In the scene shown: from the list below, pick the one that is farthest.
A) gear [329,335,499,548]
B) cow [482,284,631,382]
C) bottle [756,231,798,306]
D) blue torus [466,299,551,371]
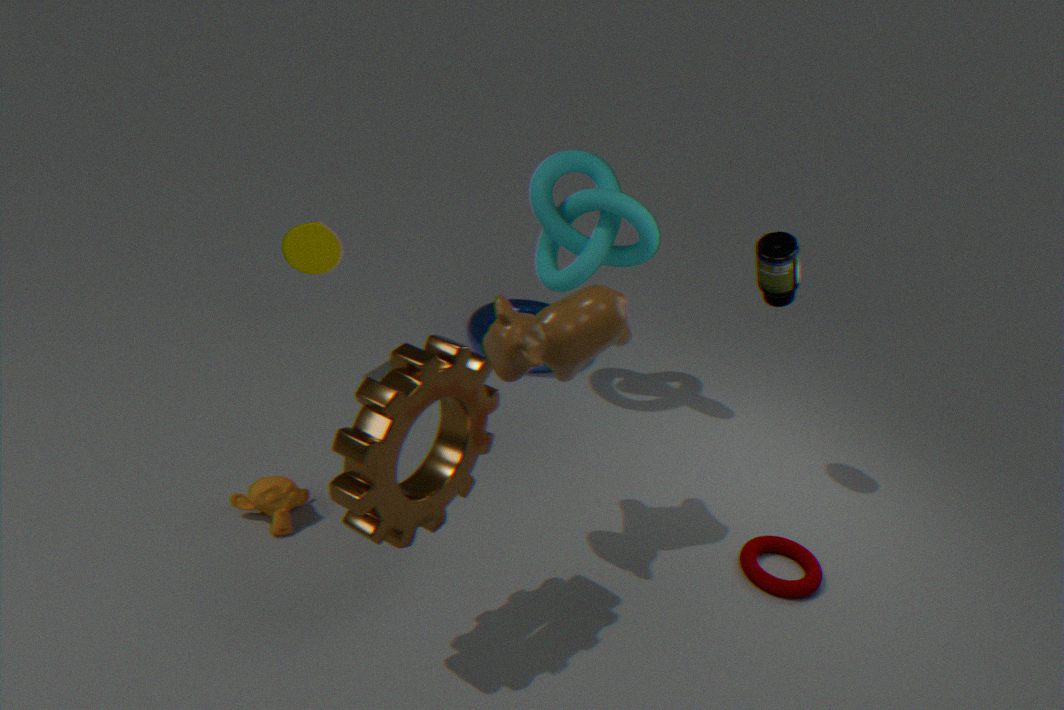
D. blue torus [466,299,551,371]
